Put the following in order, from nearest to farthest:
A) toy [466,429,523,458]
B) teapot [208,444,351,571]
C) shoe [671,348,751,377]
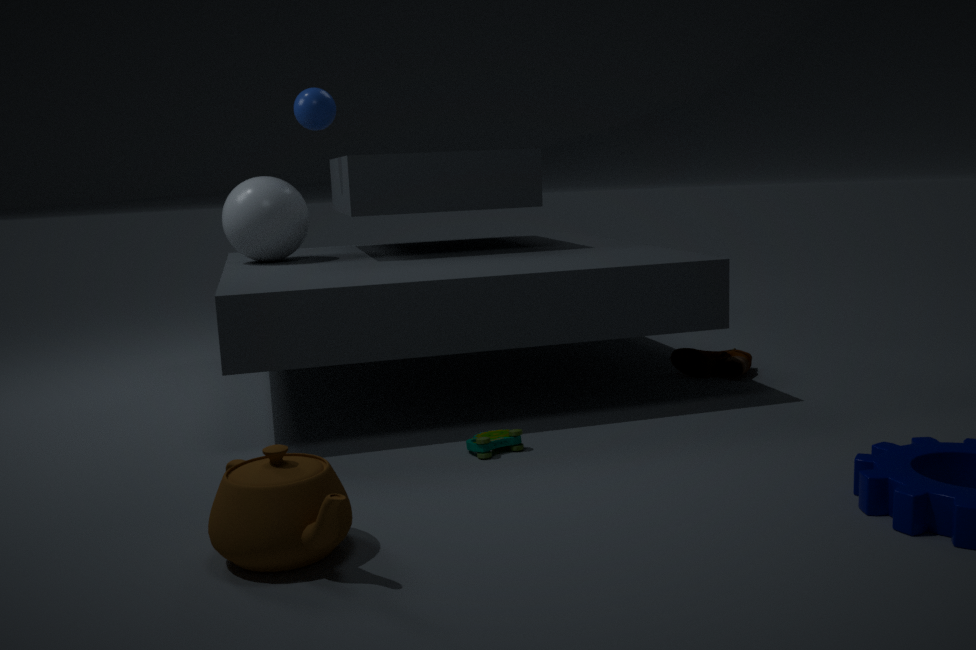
teapot [208,444,351,571]
toy [466,429,523,458]
shoe [671,348,751,377]
